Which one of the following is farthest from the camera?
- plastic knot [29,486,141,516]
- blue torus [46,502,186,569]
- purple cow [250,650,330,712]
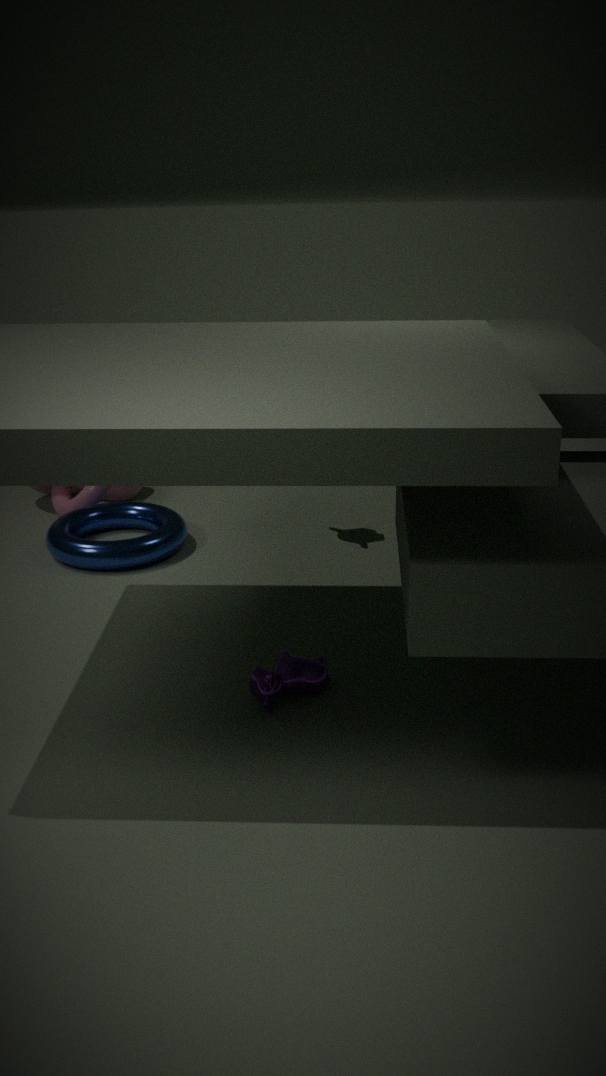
plastic knot [29,486,141,516]
